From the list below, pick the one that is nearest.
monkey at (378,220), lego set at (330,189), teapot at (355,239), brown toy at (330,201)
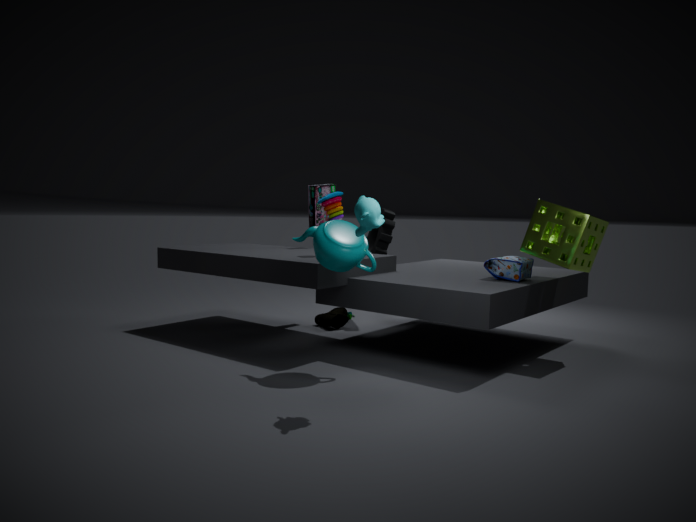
monkey at (378,220)
